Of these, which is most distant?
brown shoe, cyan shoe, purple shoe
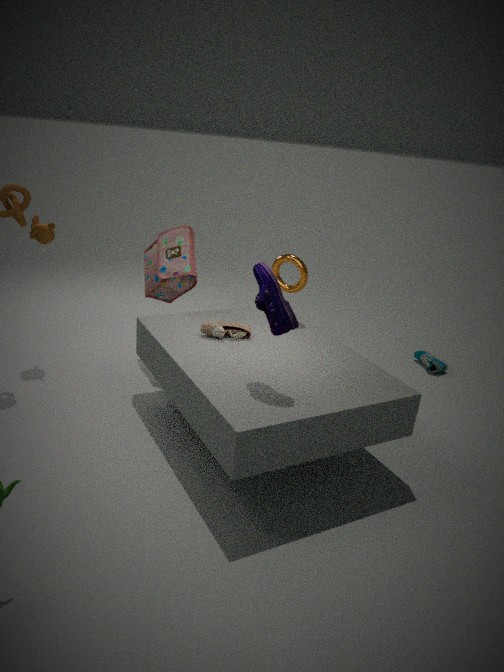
cyan shoe
